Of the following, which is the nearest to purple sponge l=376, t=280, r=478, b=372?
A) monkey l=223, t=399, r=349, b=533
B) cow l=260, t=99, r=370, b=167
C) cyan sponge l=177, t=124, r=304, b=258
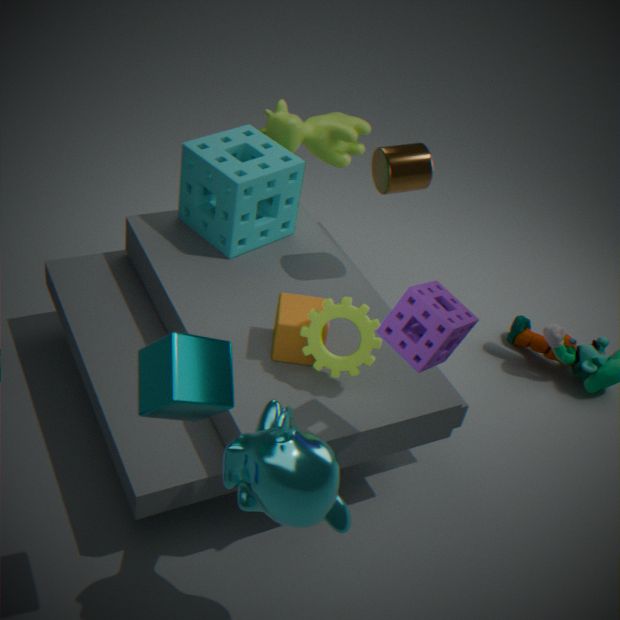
monkey l=223, t=399, r=349, b=533
